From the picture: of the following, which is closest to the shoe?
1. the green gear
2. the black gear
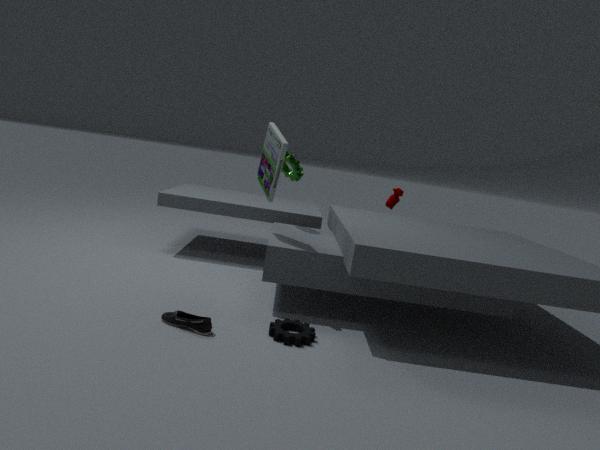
the black gear
